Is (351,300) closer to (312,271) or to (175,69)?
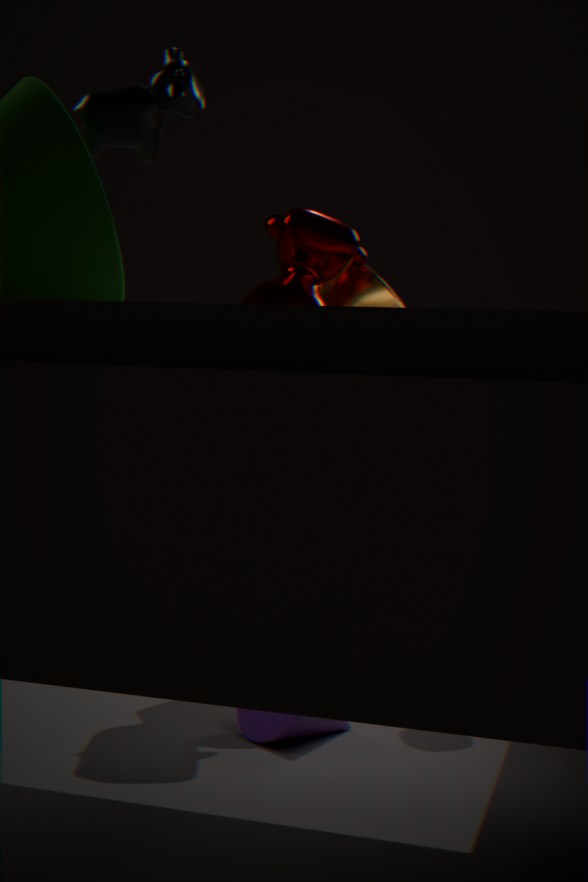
(312,271)
